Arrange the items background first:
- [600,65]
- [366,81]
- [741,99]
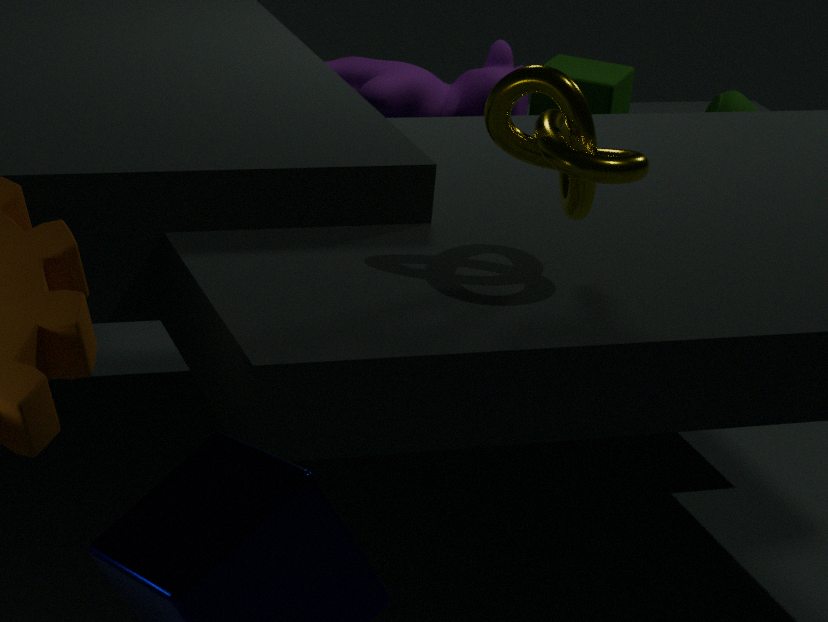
[600,65] < [741,99] < [366,81]
